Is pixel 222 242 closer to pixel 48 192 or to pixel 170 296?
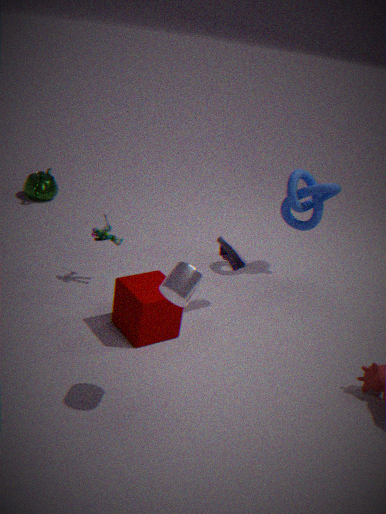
pixel 170 296
